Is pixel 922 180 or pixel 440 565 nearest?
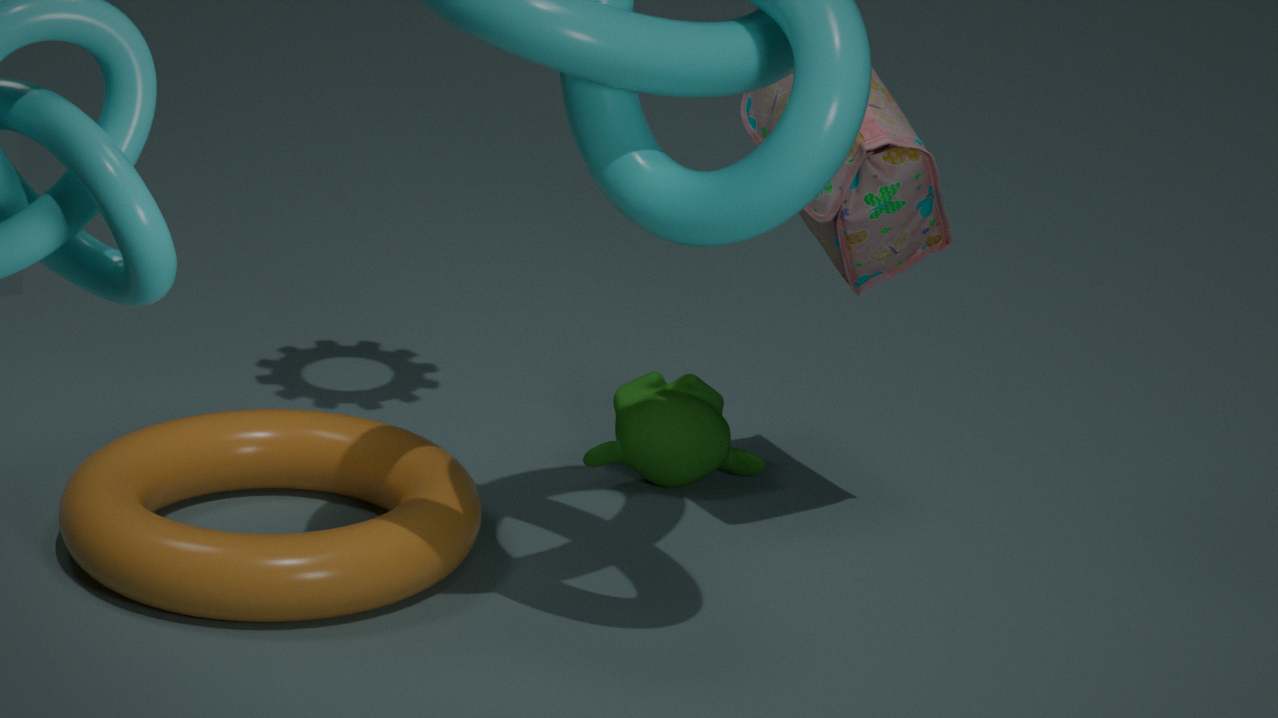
pixel 922 180
